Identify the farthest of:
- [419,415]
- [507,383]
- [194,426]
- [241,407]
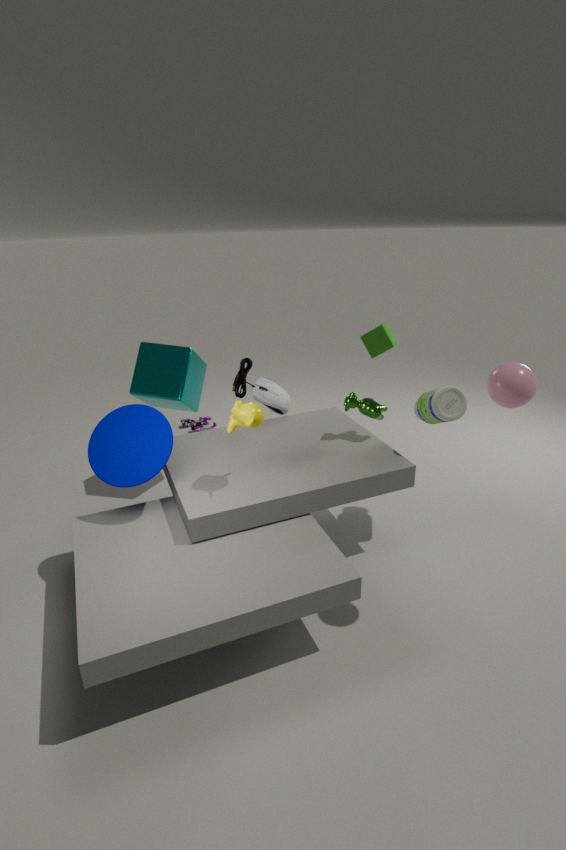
[194,426]
